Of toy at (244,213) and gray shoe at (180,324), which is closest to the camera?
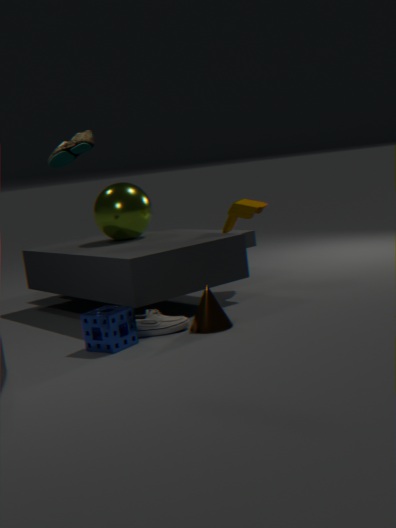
gray shoe at (180,324)
